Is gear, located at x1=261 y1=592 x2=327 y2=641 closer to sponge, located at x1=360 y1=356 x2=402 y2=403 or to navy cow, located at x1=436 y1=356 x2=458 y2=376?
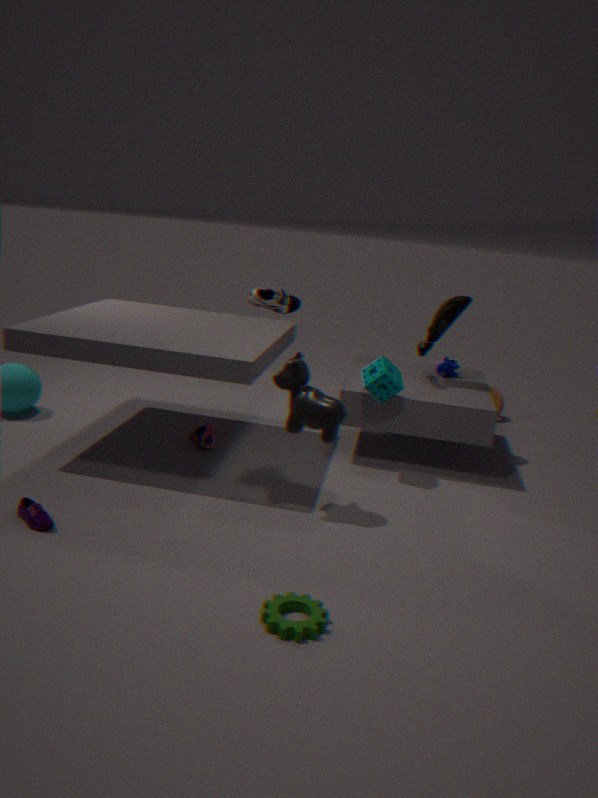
sponge, located at x1=360 y1=356 x2=402 y2=403
